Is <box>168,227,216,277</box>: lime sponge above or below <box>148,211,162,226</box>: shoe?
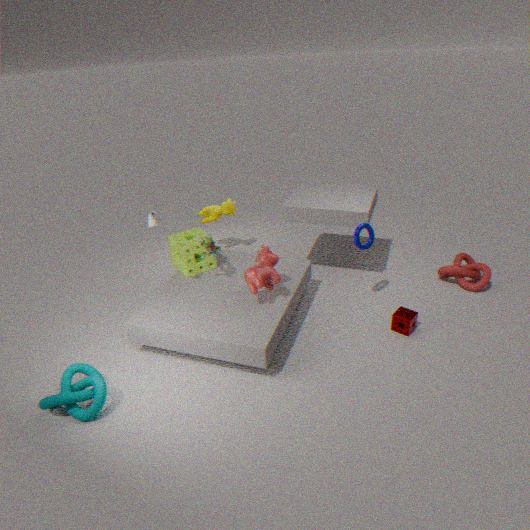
below
